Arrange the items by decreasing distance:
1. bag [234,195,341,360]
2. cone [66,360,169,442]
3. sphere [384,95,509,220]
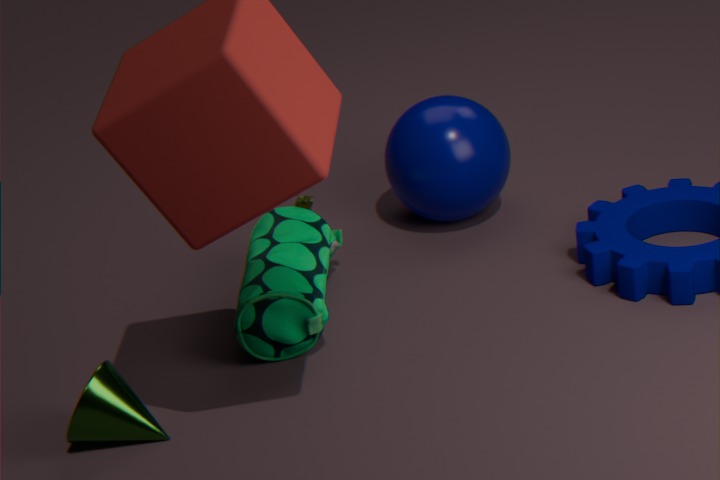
sphere [384,95,509,220]
bag [234,195,341,360]
cone [66,360,169,442]
